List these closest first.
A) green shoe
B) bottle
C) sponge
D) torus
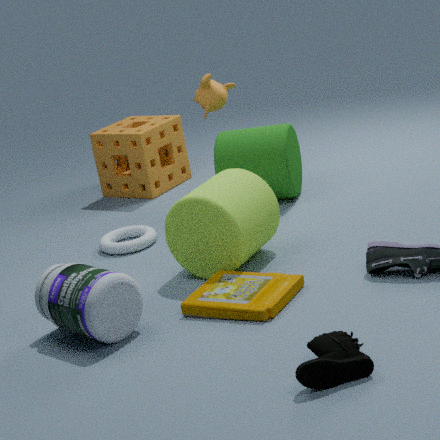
green shoe, bottle, torus, sponge
